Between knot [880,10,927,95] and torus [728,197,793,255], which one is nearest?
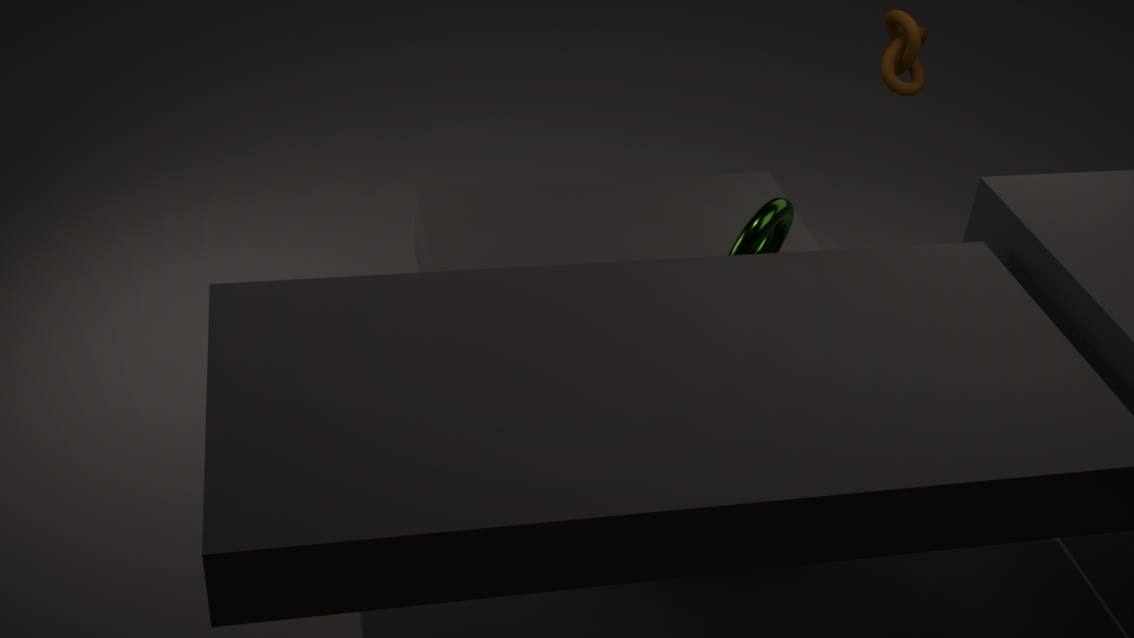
torus [728,197,793,255]
